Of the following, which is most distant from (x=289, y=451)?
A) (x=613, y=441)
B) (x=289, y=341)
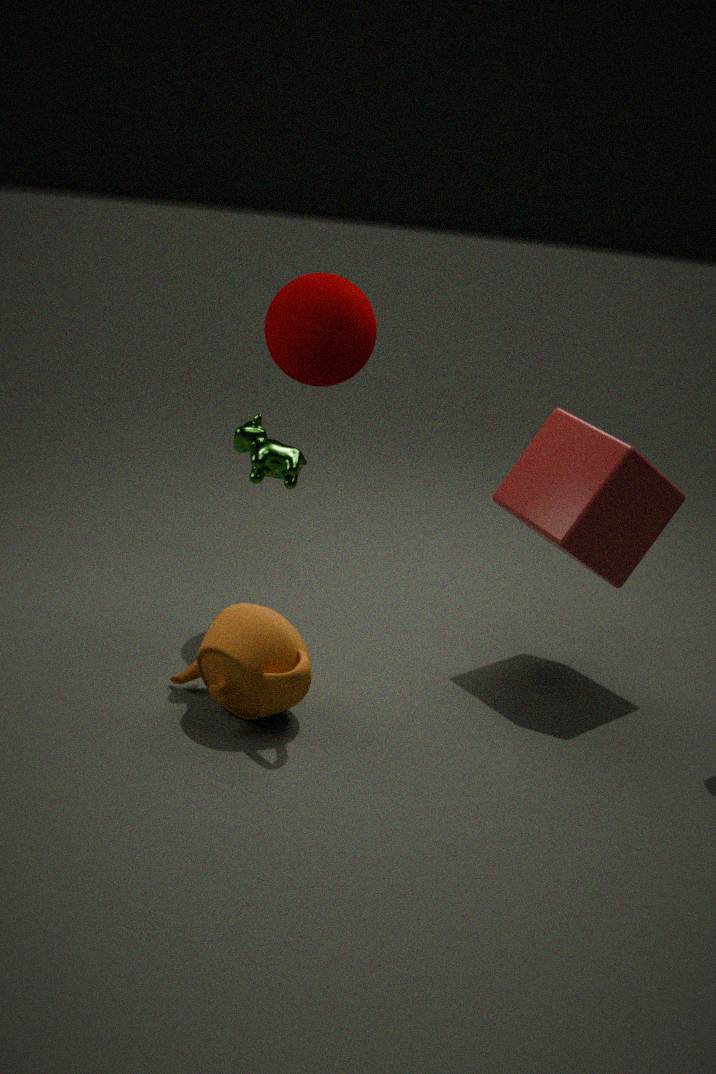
(x=613, y=441)
